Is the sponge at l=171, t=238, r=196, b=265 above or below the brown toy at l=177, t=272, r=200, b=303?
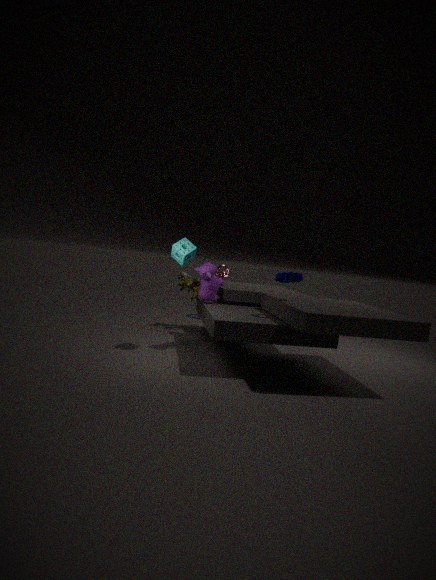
above
